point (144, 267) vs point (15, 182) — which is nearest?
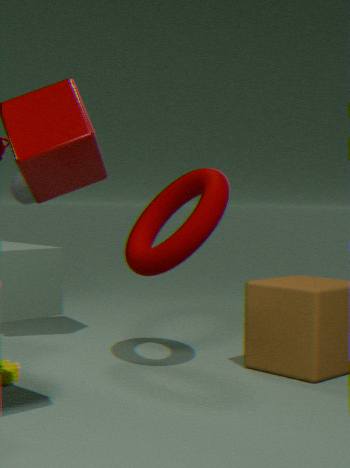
point (144, 267)
